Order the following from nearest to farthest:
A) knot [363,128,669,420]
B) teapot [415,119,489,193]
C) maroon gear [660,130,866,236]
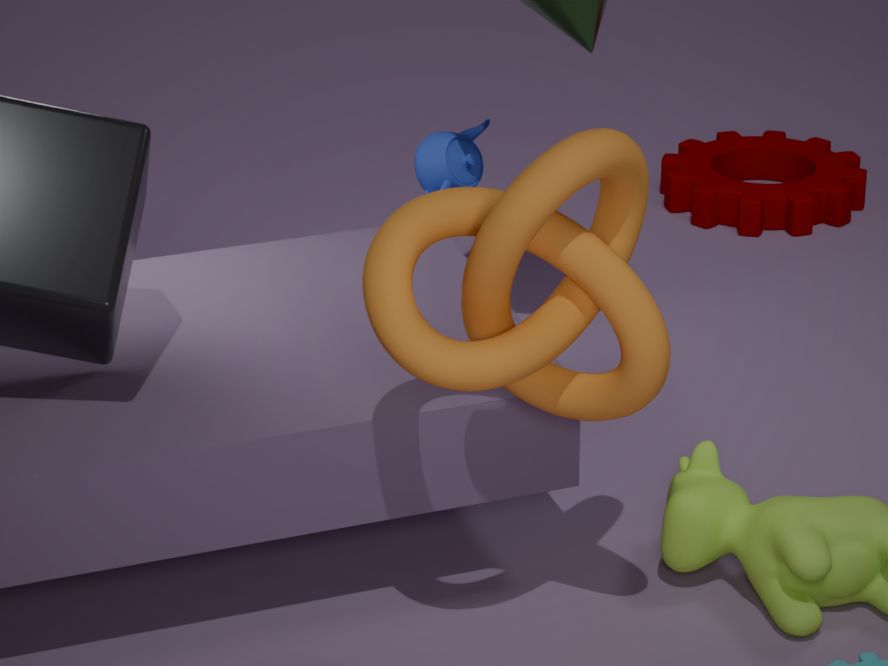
knot [363,128,669,420], teapot [415,119,489,193], maroon gear [660,130,866,236]
